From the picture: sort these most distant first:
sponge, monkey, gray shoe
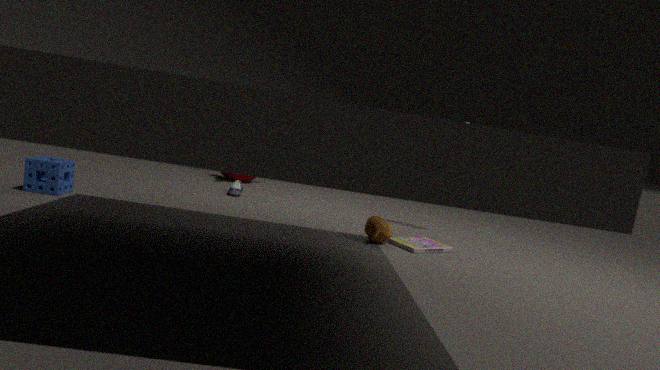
monkey < gray shoe < sponge
